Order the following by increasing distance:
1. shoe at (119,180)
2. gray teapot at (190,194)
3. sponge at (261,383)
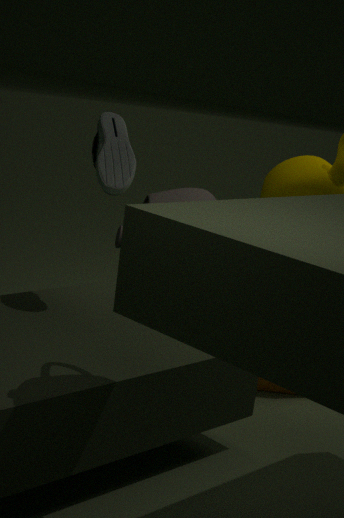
gray teapot at (190,194) < shoe at (119,180) < sponge at (261,383)
